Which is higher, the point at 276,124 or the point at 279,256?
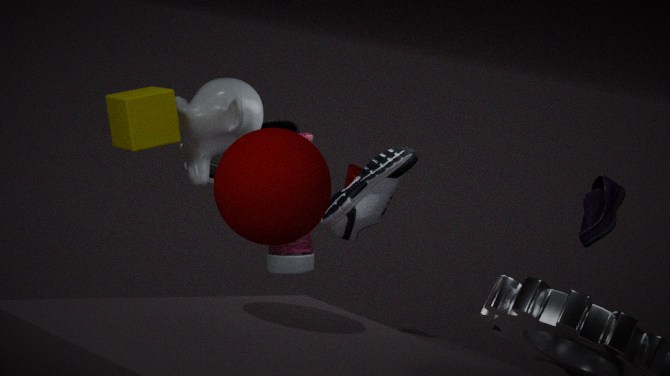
the point at 276,124
